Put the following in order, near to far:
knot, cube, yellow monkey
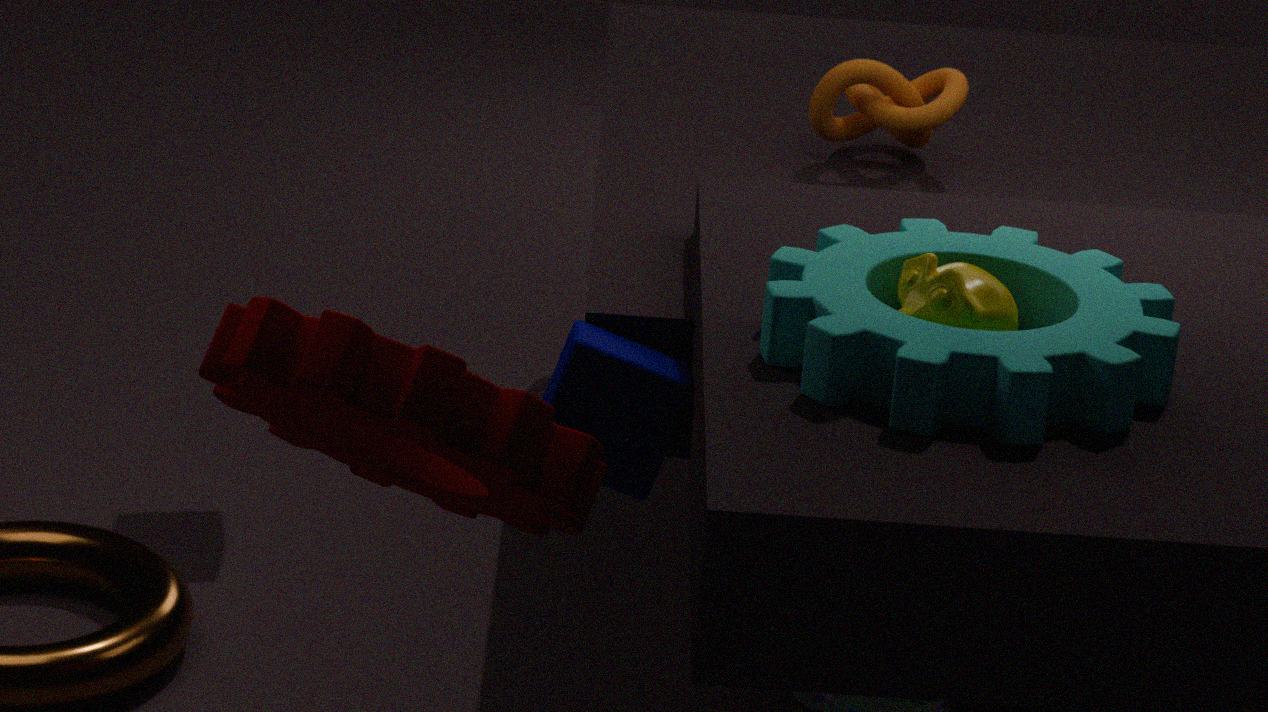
1. yellow monkey
2. cube
3. knot
